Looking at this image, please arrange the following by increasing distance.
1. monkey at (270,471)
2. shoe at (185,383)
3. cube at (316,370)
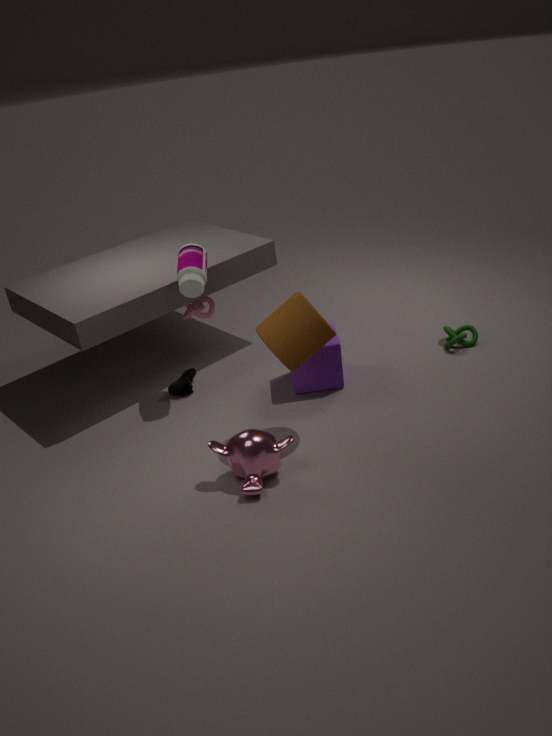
monkey at (270,471)
cube at (316,370)
shoe at (185,383)
